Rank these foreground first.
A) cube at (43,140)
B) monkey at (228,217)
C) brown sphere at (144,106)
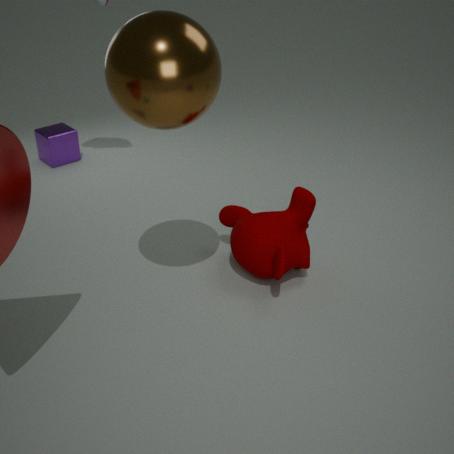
brown sphere at (144,106), monkey at (228,217), cube at (43,140)
